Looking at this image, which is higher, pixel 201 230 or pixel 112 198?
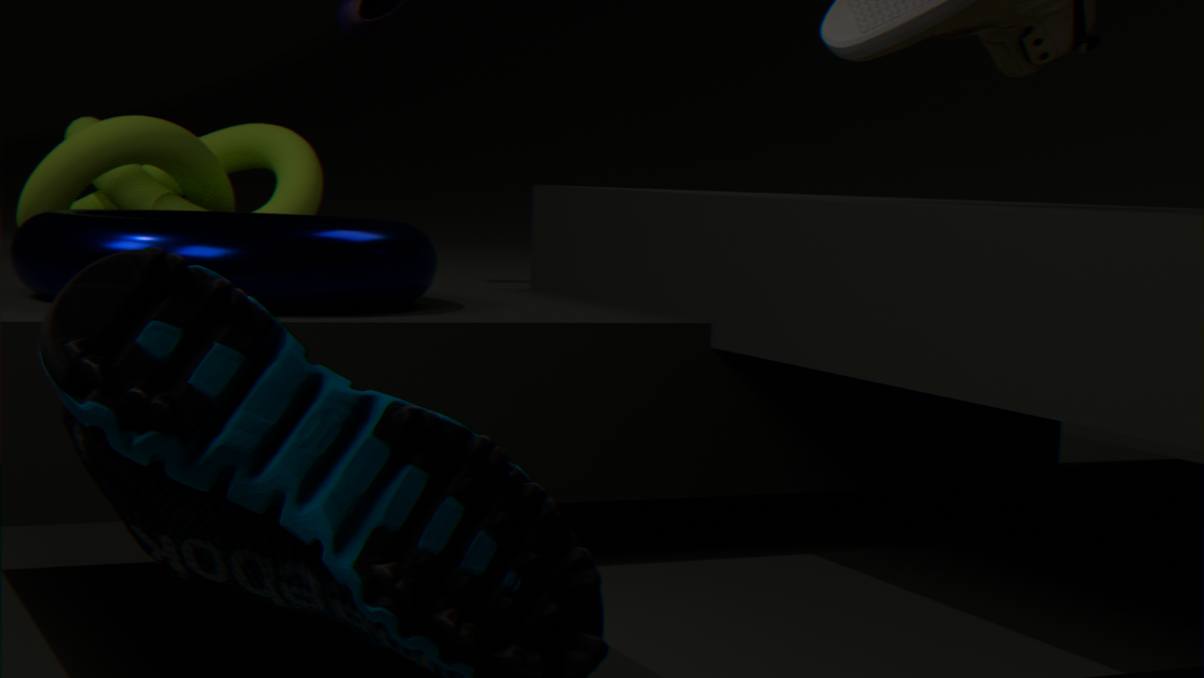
pixel 112 198
